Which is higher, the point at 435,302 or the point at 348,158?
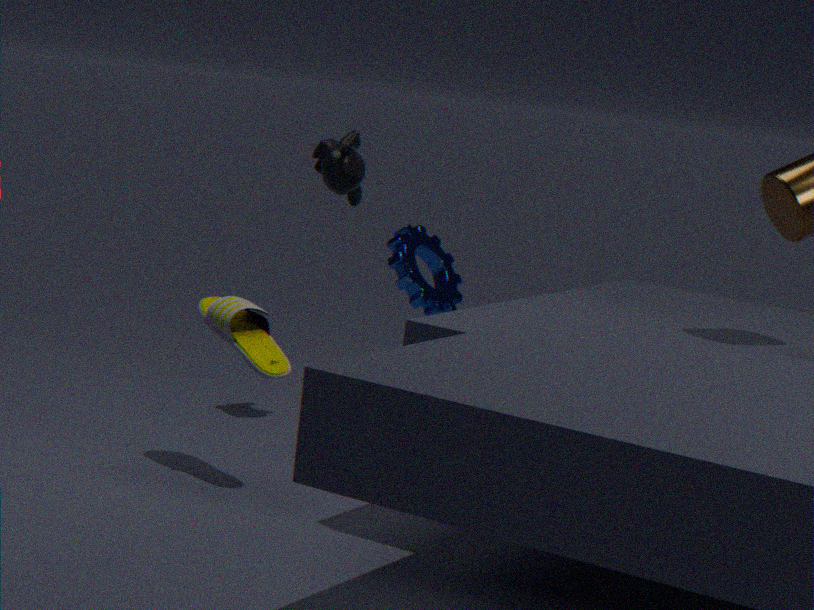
the point at 348,158
